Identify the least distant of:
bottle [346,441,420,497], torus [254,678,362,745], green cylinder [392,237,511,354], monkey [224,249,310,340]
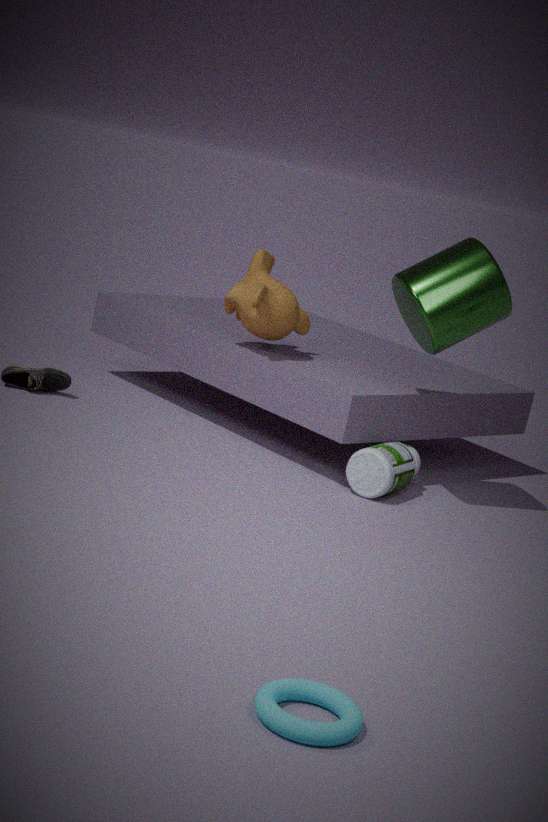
torus [254,678,362,745]
